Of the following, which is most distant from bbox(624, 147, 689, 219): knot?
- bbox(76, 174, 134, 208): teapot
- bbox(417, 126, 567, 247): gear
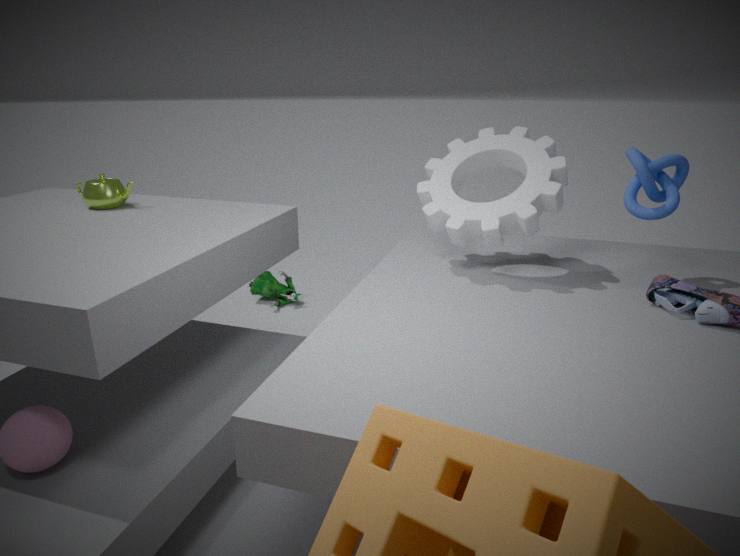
bbox(76, 174, 134, 208): teapot
